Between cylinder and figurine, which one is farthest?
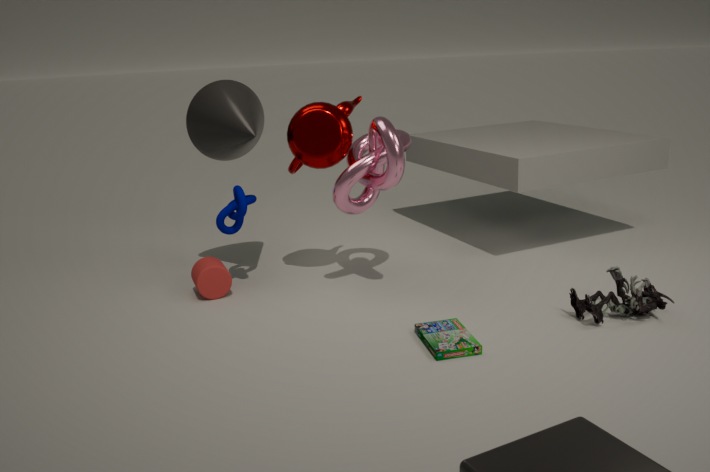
cylinder
